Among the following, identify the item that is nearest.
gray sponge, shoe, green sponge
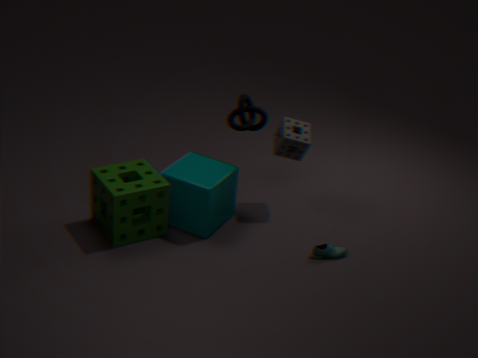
green sponge
